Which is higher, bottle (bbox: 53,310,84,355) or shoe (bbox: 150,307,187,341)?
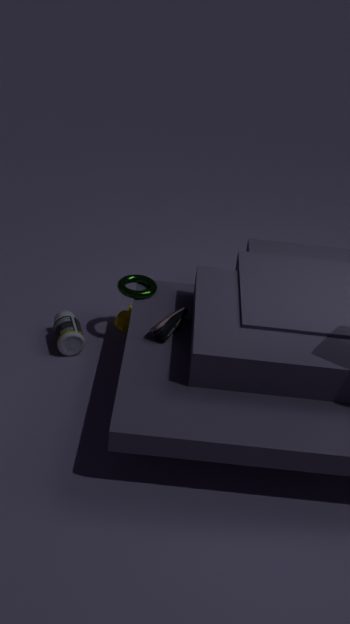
shoe (bbox: 150,307,187,341)
